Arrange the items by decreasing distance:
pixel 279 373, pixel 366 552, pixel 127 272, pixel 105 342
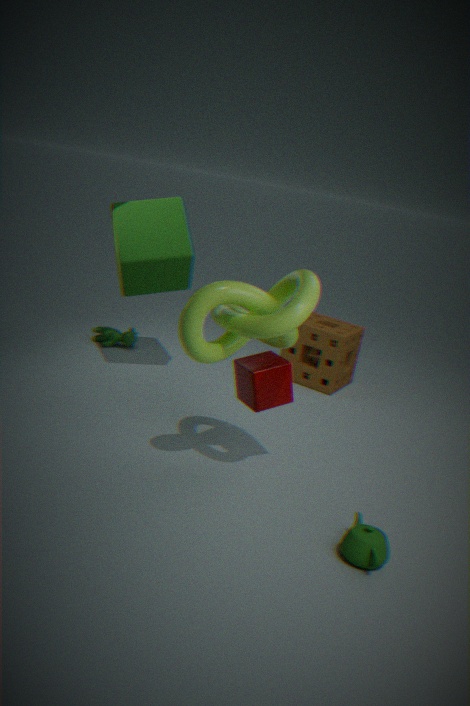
pixel 105 342
pixel 127 272
pixel 279 373
pixel 366 552
